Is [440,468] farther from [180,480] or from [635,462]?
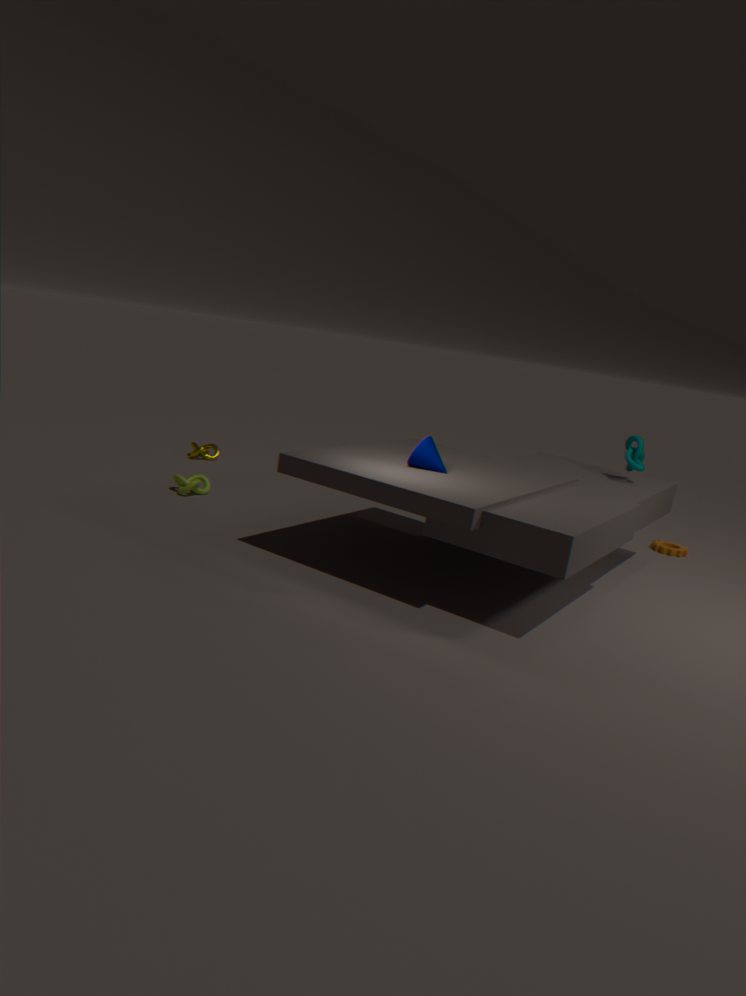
[180,480]
